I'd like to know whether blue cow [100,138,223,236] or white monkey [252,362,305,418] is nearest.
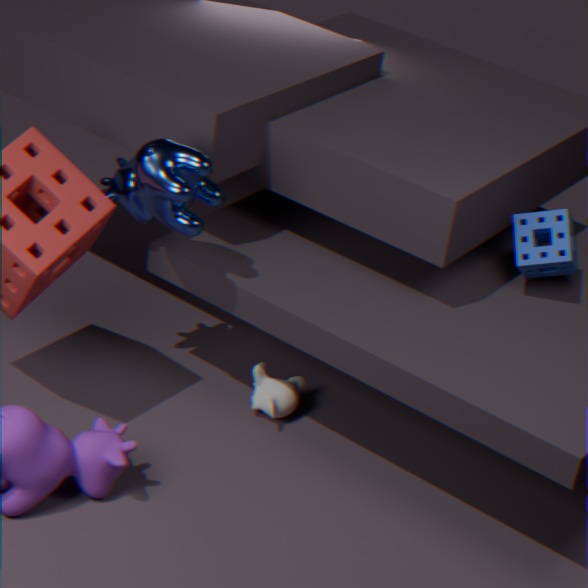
blue cow [100,138,223,236]
